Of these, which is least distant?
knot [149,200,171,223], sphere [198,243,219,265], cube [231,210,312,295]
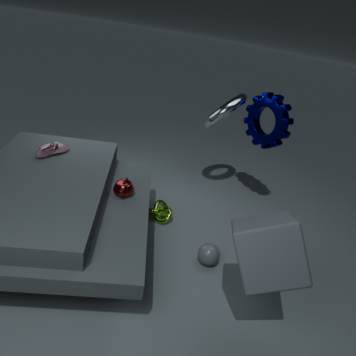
cube [231,210,312,295]
